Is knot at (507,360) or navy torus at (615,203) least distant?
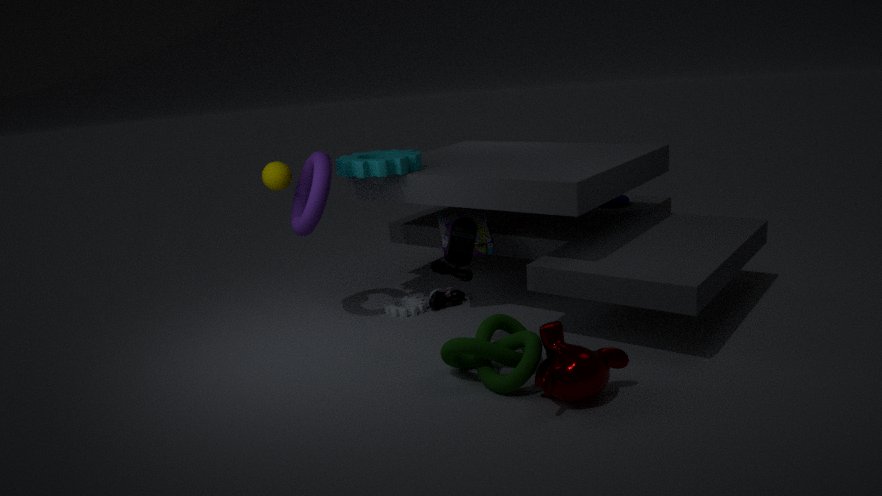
knot at (507,360)
